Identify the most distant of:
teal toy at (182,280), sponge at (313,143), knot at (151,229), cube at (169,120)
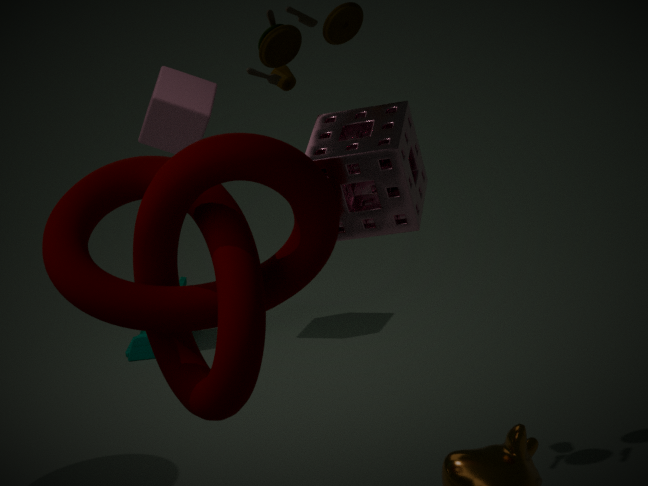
teal toy at (182,280)
